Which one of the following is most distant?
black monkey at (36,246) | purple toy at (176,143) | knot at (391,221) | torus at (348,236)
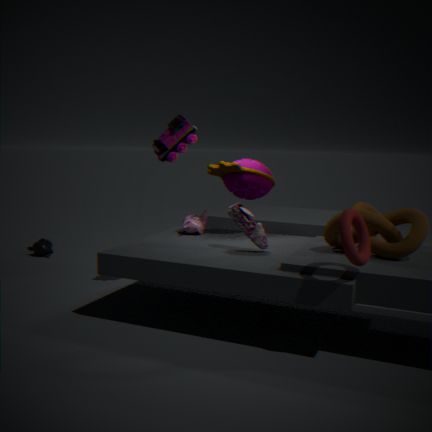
black monkey at (36,246)
